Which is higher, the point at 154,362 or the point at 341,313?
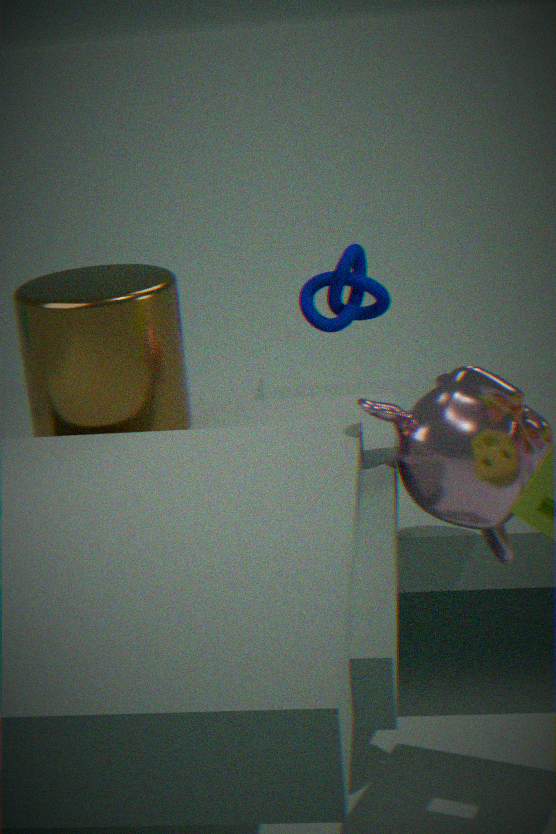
the point at 154,362
